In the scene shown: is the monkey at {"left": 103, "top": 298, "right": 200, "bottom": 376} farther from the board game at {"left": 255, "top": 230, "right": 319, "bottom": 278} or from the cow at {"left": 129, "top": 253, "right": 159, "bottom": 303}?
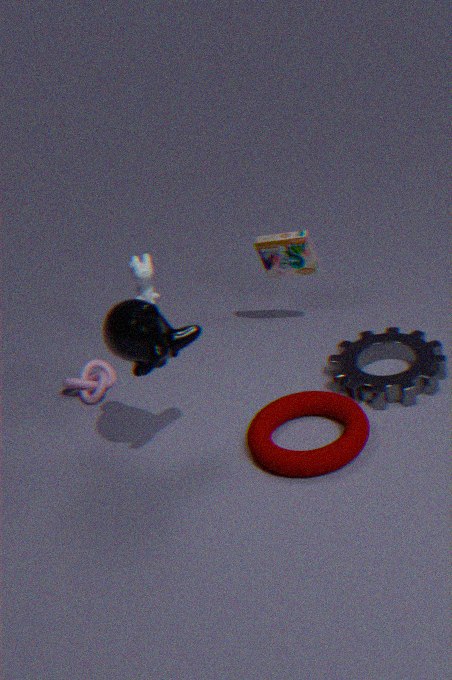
the board game at {"left": 255, "top": 230, "right": 319, "bottom": 278}
